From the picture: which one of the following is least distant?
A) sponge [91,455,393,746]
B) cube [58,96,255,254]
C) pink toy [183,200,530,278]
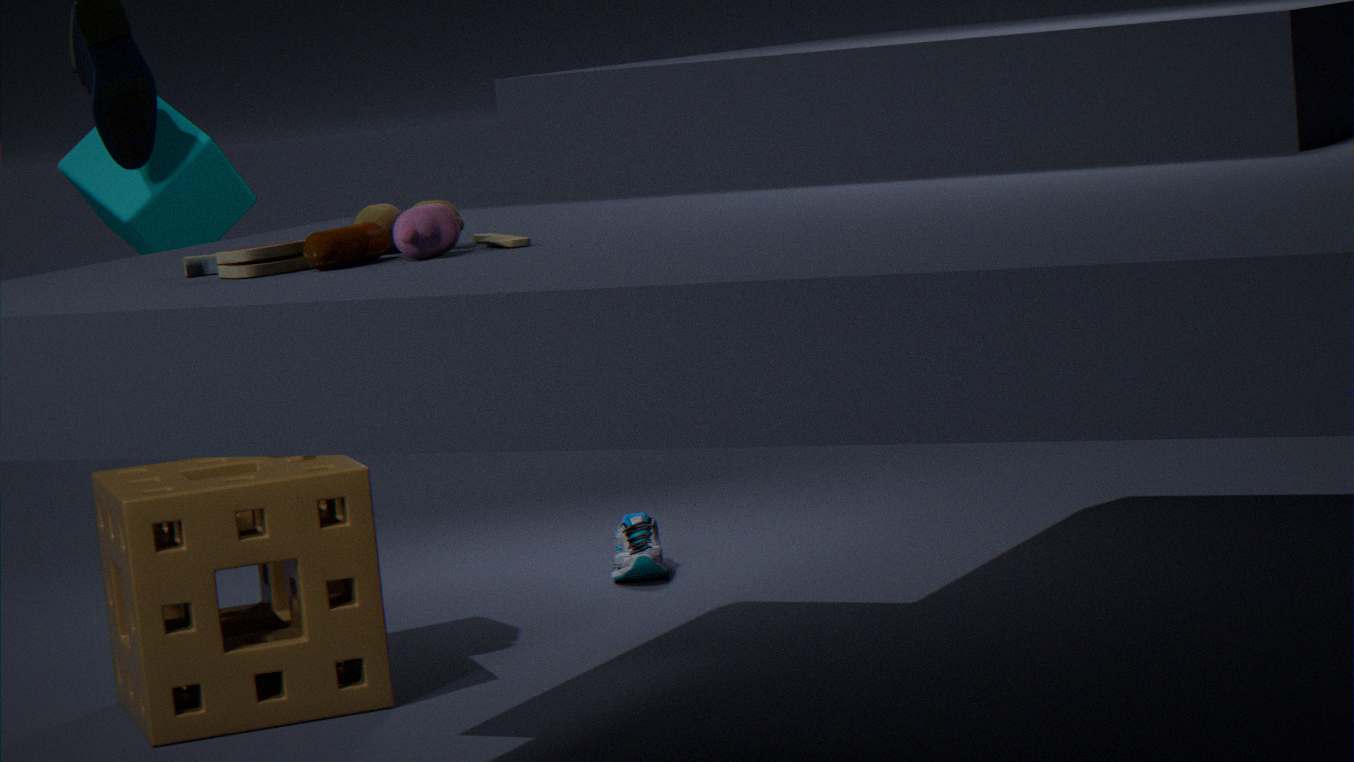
pink toy [183,200,530,278]
